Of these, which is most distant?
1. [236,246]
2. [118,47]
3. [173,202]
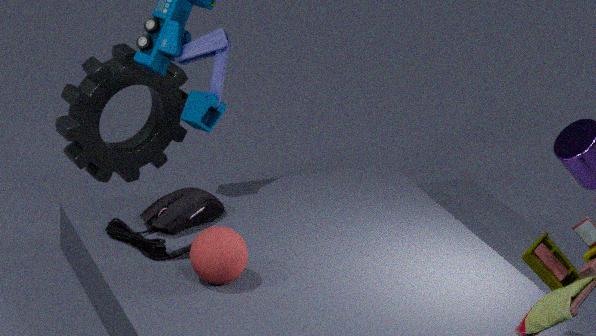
[118,47]
